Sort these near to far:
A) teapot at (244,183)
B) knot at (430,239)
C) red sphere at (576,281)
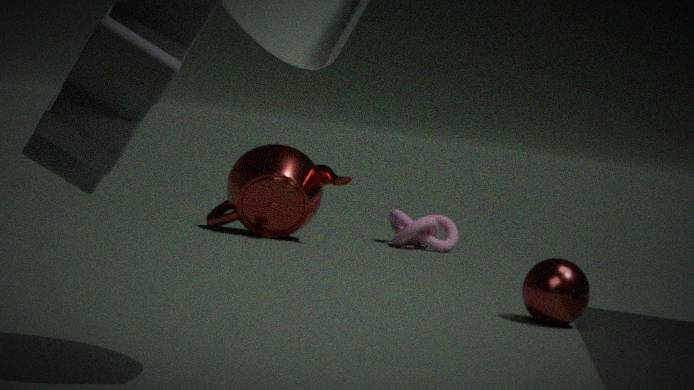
red sphere at (576,281)
teapot at (244,183)
knot at (430,239)
